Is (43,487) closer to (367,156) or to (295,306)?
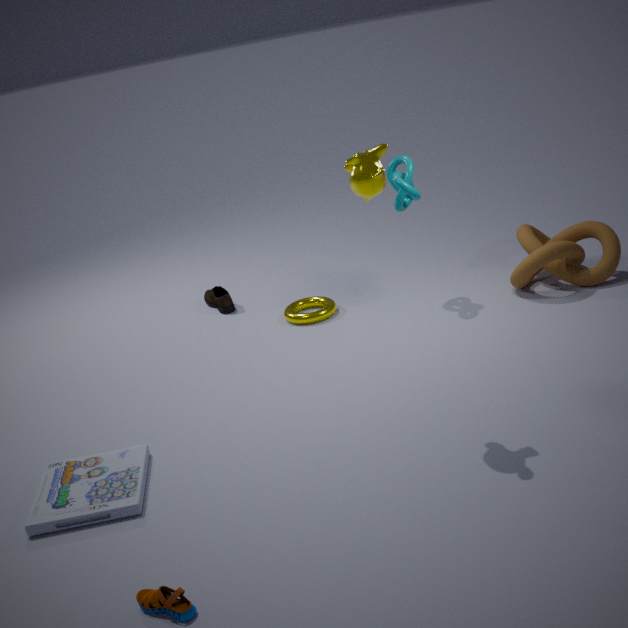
(367,156)
